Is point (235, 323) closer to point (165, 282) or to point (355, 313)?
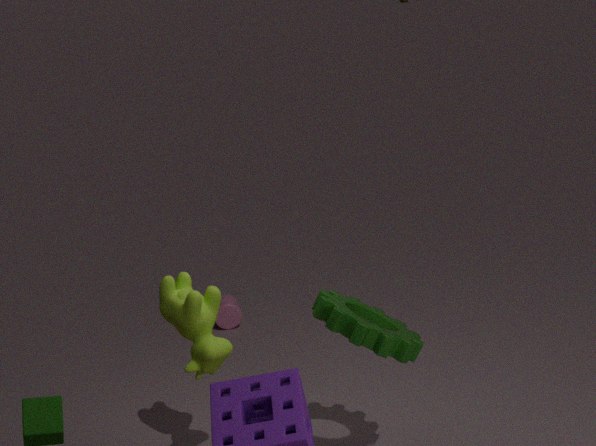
point (165, 282)
